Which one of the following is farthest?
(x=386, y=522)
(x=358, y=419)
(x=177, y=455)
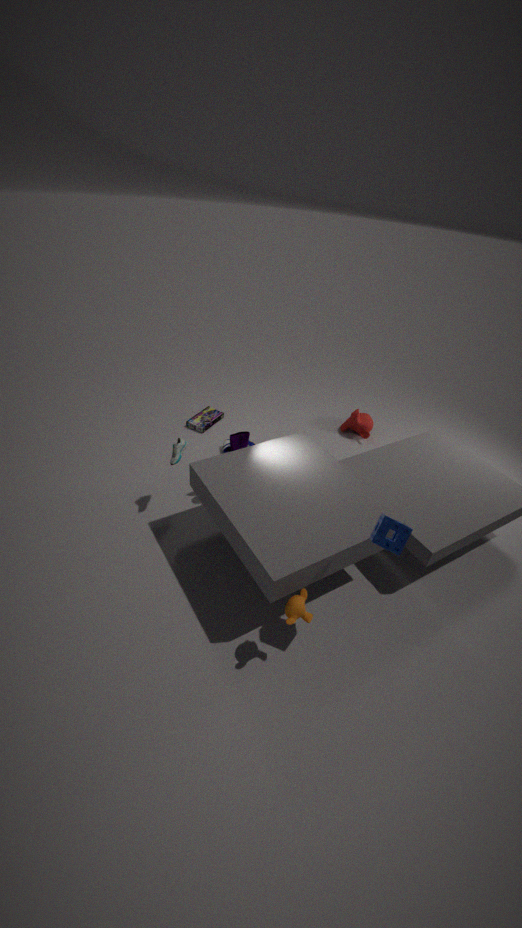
(x=358, y=419)
